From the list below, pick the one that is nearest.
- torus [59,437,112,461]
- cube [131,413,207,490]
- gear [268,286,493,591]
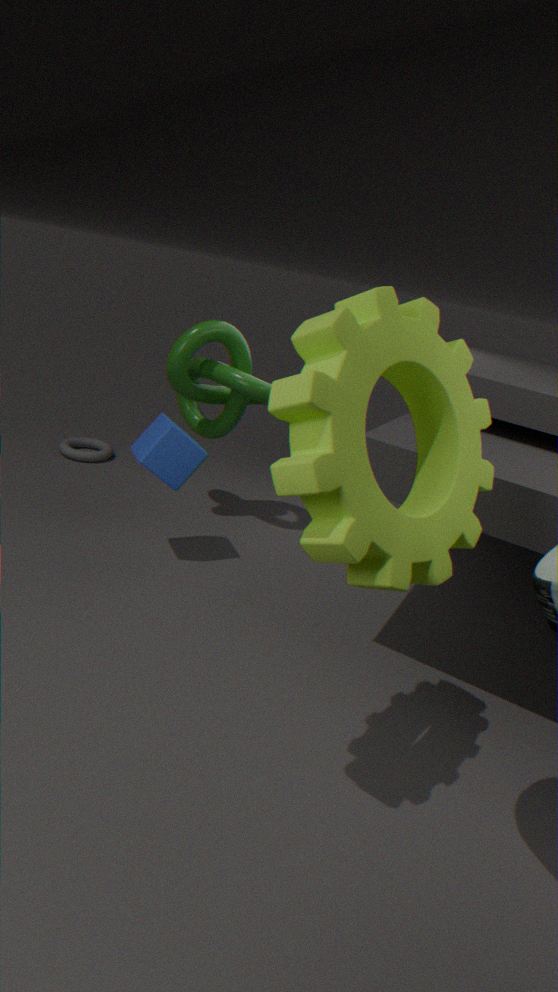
gear [268,286,493,591]
